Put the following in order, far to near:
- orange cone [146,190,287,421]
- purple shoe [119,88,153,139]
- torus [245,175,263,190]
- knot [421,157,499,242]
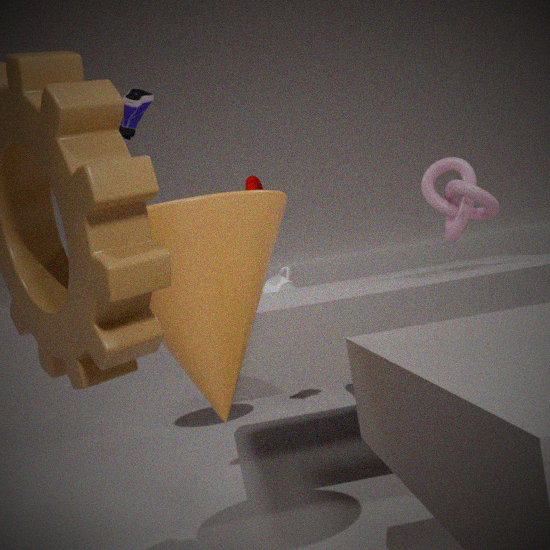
torus [245,175,263,190] → knot [421,157,499,242] → purple shoe [119,88,153,139] → orange cone [146,190,287,421]
